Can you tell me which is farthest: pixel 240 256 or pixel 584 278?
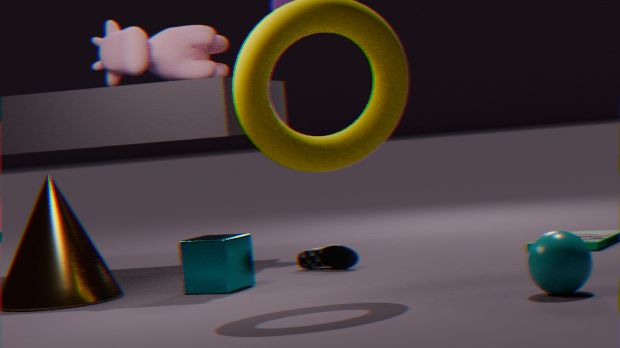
pixel 240 256
